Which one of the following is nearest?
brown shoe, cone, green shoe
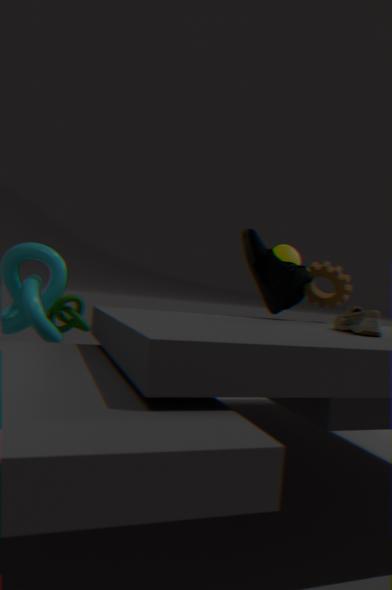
brown shoe
